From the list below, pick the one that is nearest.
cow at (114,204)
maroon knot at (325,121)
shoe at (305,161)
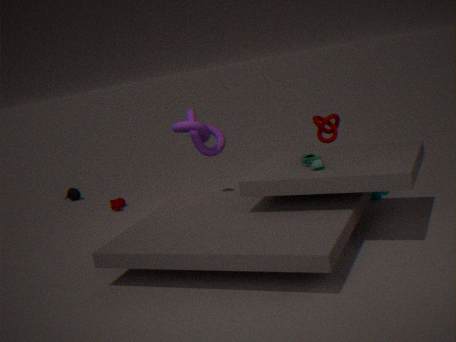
shoe at (305,161)
